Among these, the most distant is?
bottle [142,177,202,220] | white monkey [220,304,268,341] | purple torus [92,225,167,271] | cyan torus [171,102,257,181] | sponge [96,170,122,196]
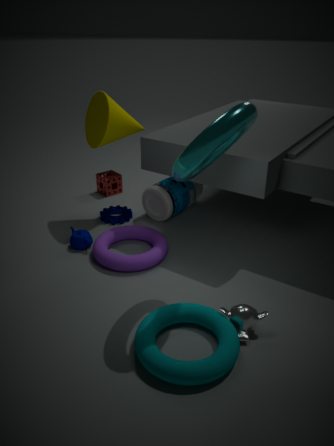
sponge [96,170,122,196]
